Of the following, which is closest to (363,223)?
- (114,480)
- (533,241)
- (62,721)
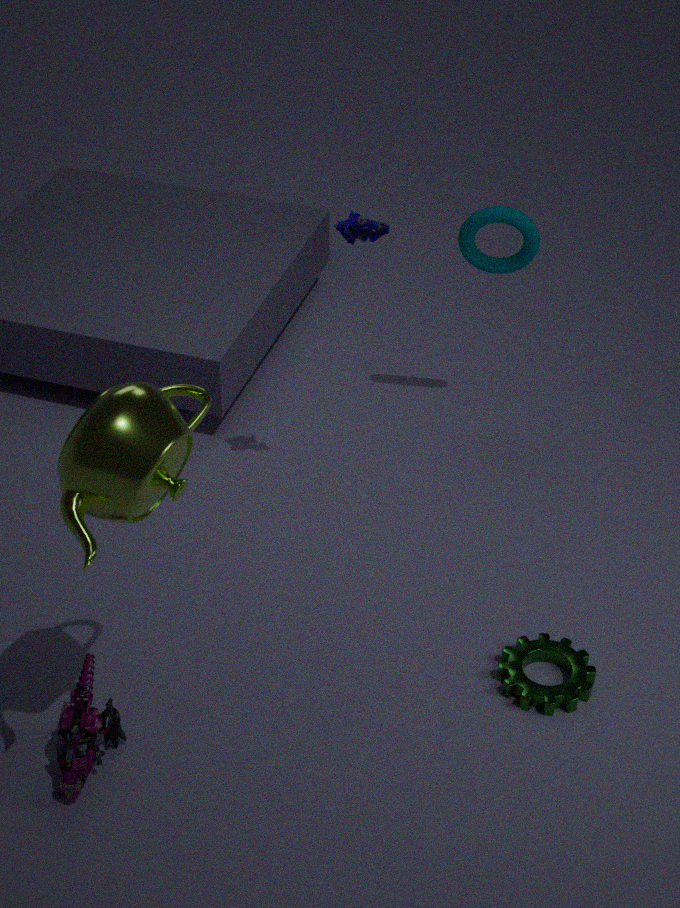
(533,241)
